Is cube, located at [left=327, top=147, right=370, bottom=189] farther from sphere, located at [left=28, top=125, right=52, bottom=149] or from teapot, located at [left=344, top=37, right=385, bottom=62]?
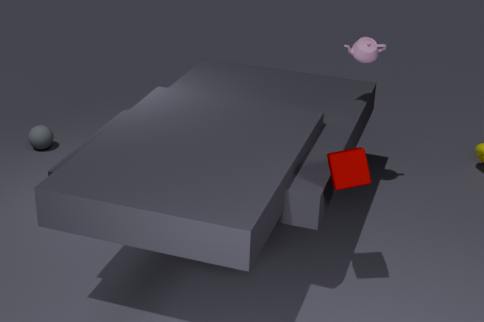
sphere, located at [left=28, top=125, right=52, bottom=149]
